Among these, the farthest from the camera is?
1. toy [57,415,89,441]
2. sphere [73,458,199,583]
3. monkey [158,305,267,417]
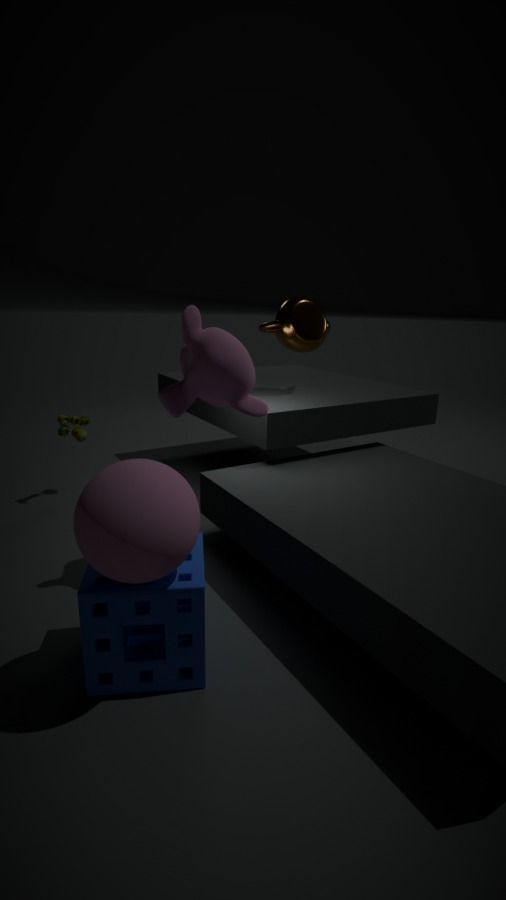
toy [57,415,89,441]
